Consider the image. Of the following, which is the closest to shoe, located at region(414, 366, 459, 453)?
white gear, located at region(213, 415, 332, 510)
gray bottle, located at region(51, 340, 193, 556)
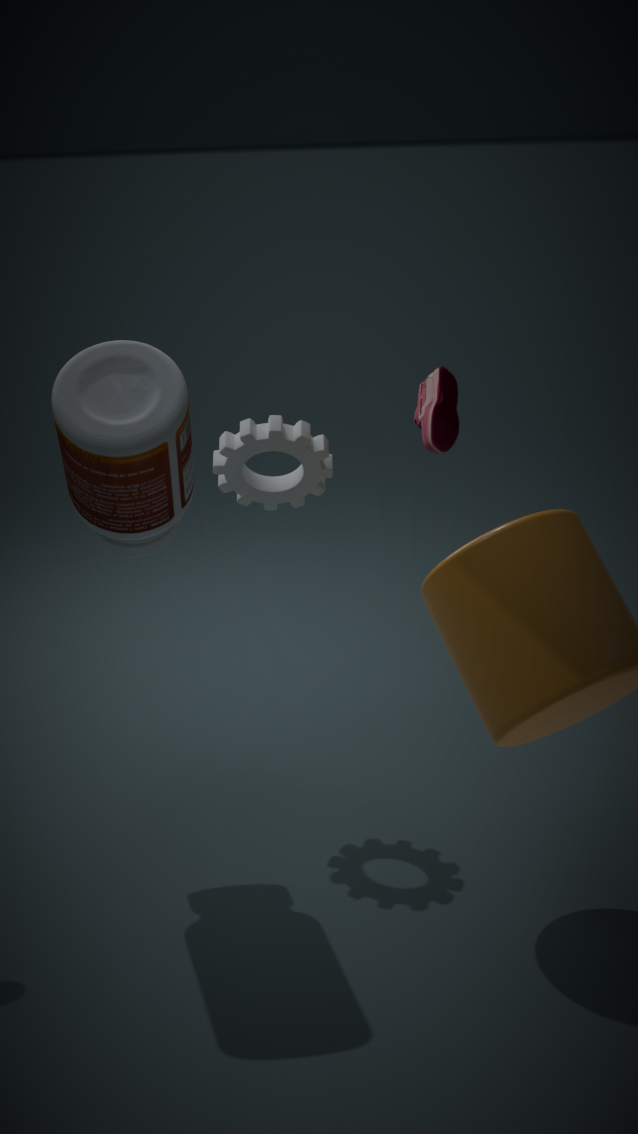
white gear, located at region(213, 415, 332, 510)
